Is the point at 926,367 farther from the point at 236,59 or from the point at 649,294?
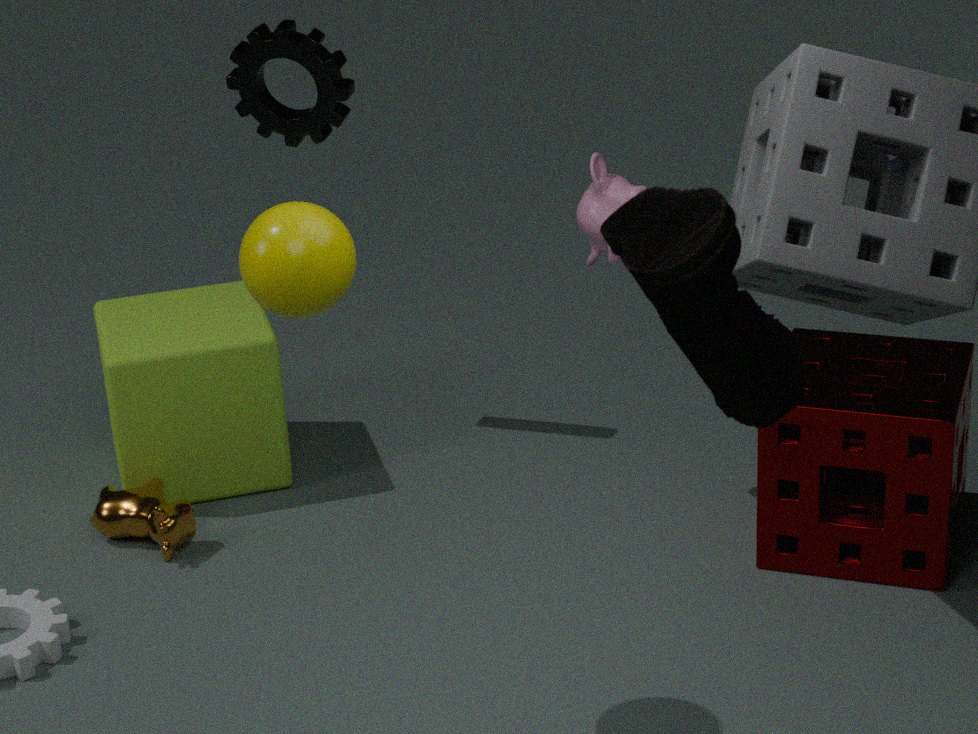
the point at 649,294
